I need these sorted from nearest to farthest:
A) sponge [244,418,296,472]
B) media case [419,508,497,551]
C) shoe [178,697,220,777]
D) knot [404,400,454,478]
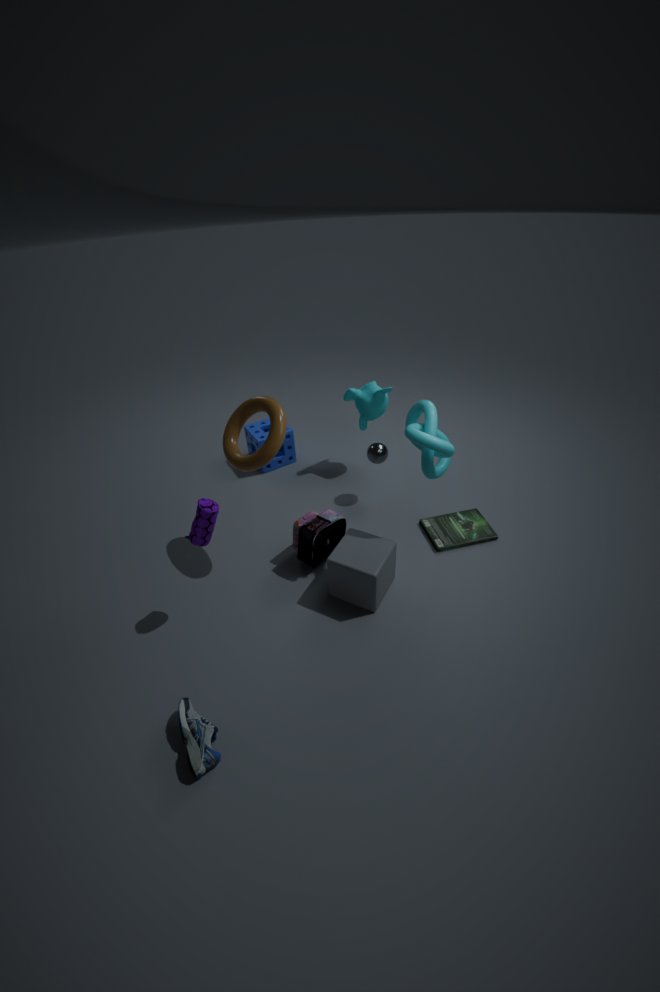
shoe [178,697,220,777] → knot [404,400,454,478] → media case [419,508,497,551] → sponge [244,418,296,472]
